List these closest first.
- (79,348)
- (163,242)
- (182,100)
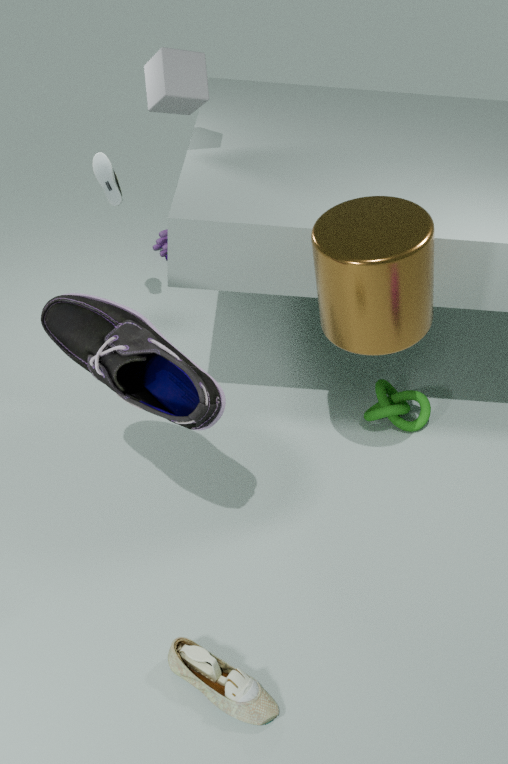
(79,348) < (182,100) < (163,242)
